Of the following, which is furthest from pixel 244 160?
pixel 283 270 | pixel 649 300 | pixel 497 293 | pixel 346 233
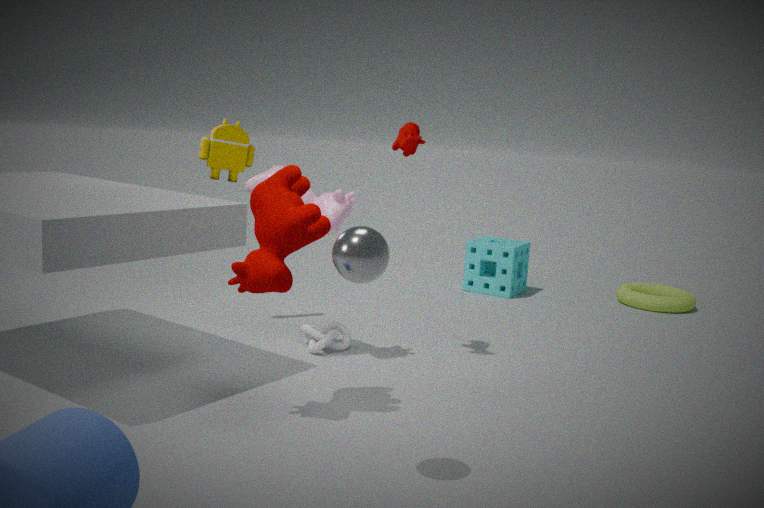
pixel 649 300
